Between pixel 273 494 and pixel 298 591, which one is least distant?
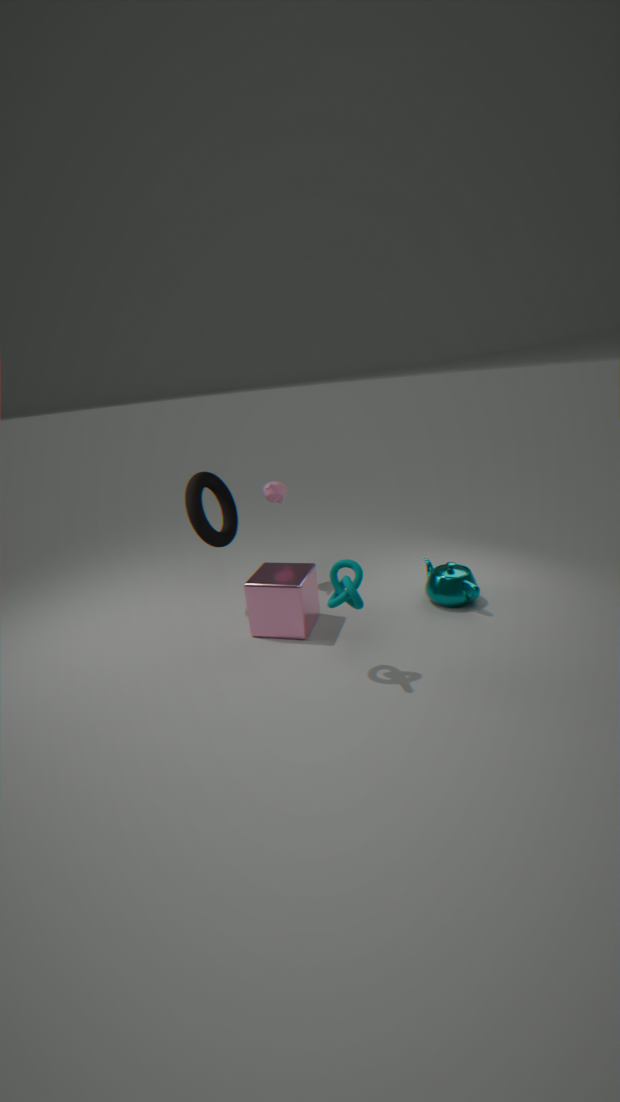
pixel 298 591
